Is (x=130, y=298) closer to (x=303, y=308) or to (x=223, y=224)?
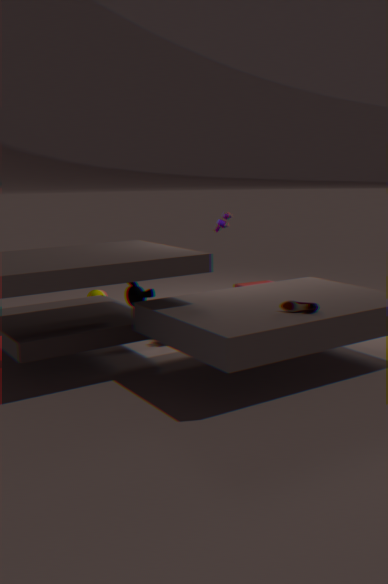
(x=303, y=308)
